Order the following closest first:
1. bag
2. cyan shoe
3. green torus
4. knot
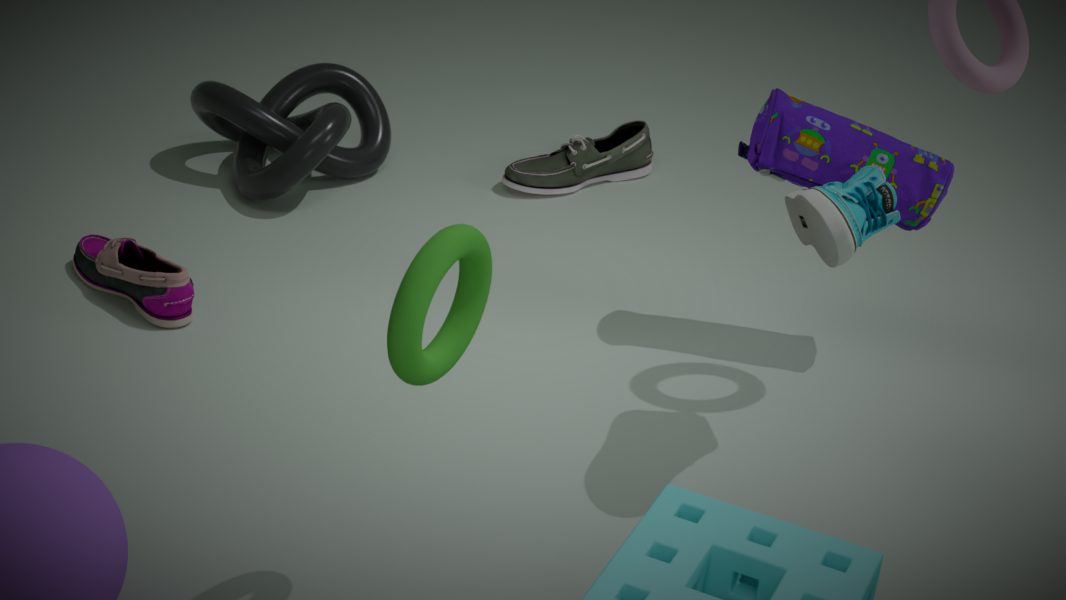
green torus < cyan shoe < bag < knot
